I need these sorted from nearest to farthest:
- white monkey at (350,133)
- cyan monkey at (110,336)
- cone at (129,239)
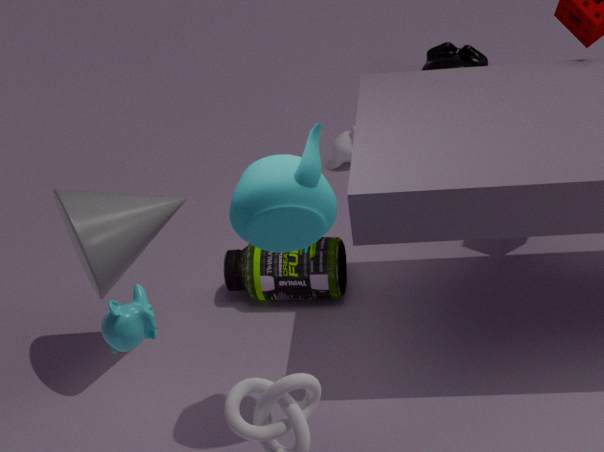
cyan monkey at (110,336) → cone at (129,239) → white monkey at (350,133)
